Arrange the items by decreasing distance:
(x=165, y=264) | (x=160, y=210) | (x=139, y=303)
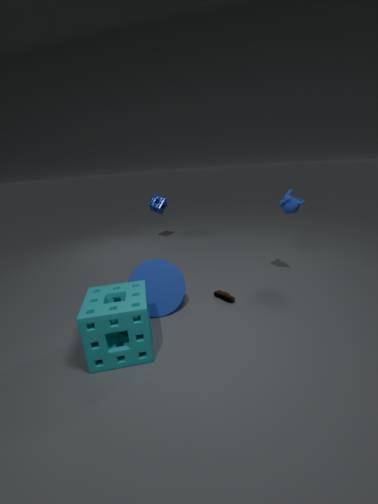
(x=160, y=210)
(x=165, y=264)
(x=139, y=303)
